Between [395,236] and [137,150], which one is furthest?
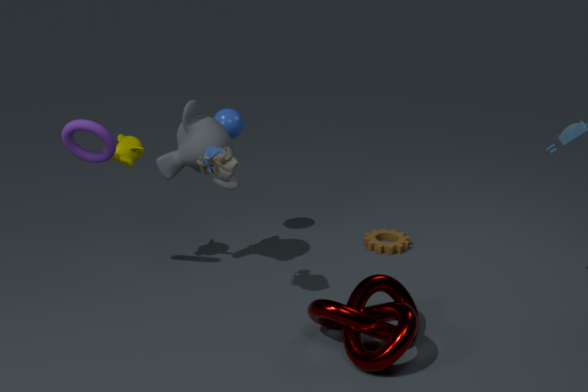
[395,236]
